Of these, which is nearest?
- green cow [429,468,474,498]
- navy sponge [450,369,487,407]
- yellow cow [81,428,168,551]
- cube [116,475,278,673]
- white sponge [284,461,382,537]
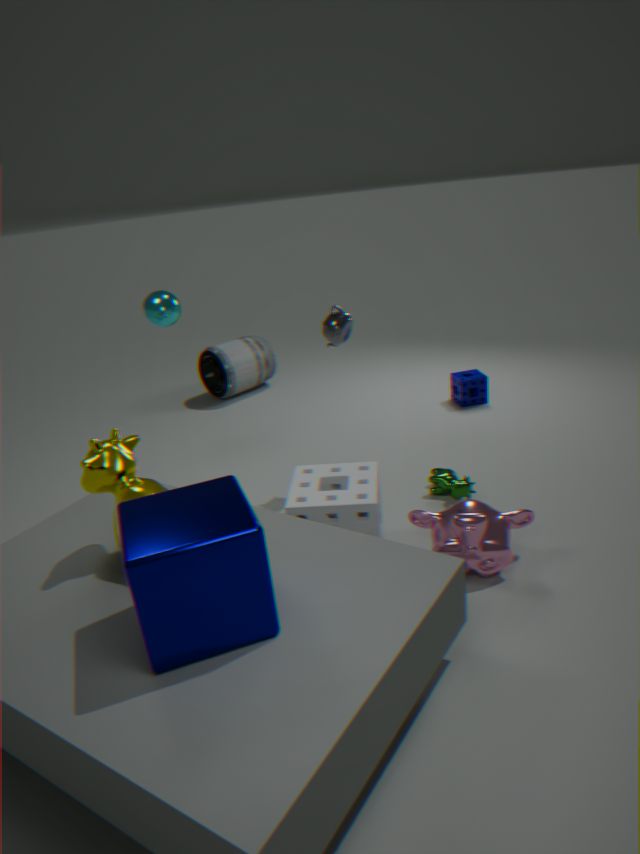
cube [116,475,278,673]
